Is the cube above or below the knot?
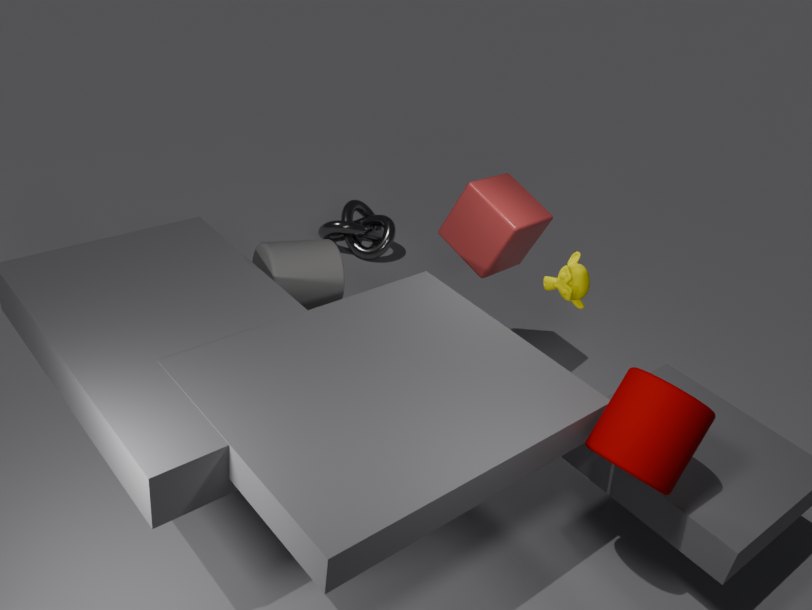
above
